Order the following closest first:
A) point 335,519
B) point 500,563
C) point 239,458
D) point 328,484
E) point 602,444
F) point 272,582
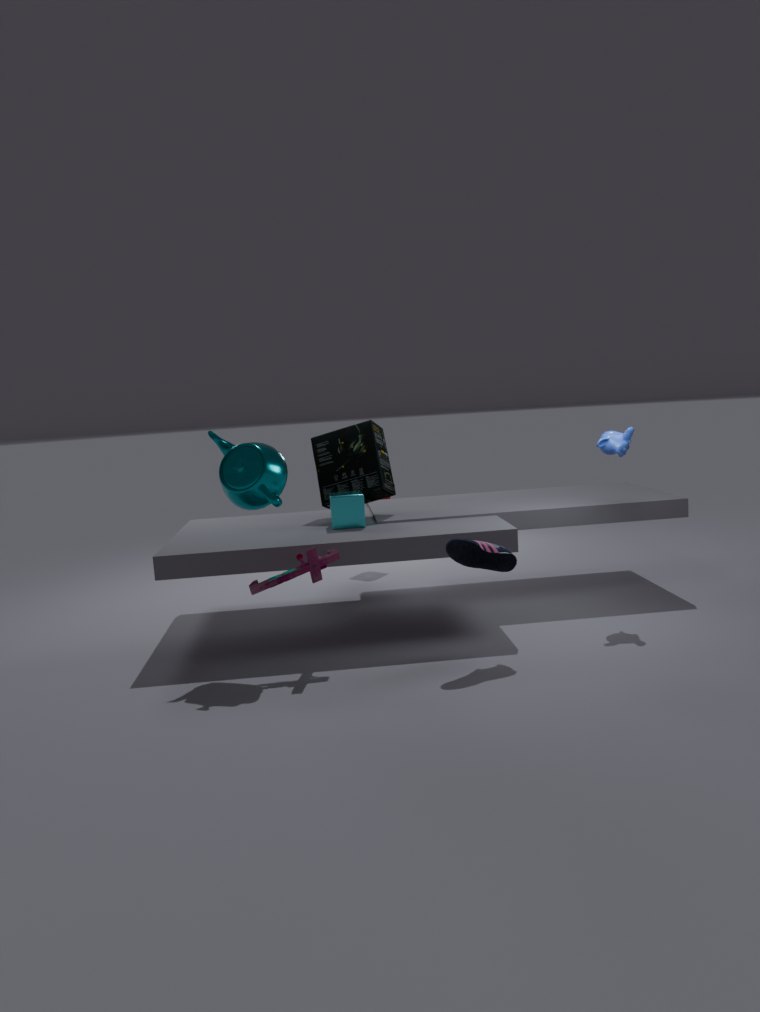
point 500,563, point 272,582, point 239,458, point 602,444, point 335,519, point 328,484
